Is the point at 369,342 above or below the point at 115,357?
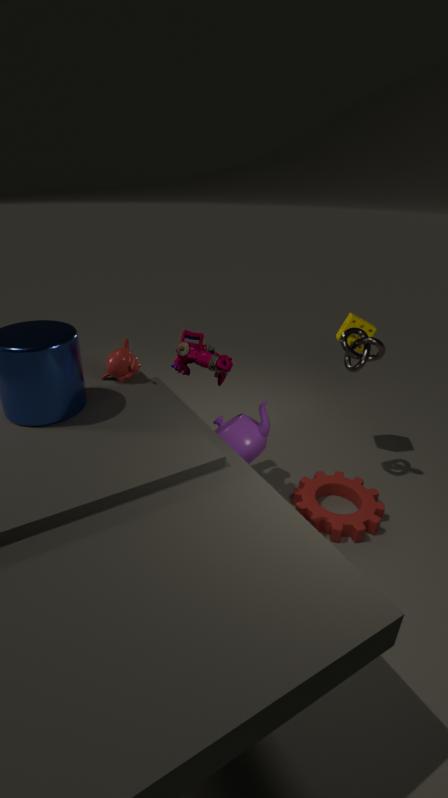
below
